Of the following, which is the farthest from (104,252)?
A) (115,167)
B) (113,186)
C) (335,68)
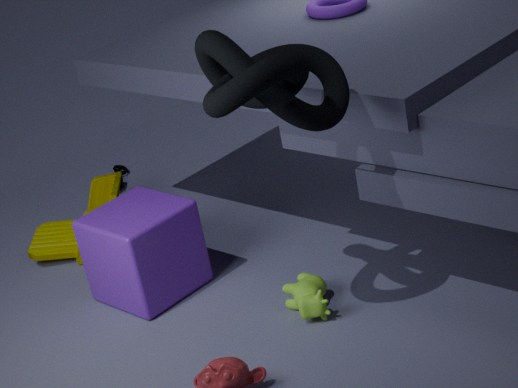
(115,167)
